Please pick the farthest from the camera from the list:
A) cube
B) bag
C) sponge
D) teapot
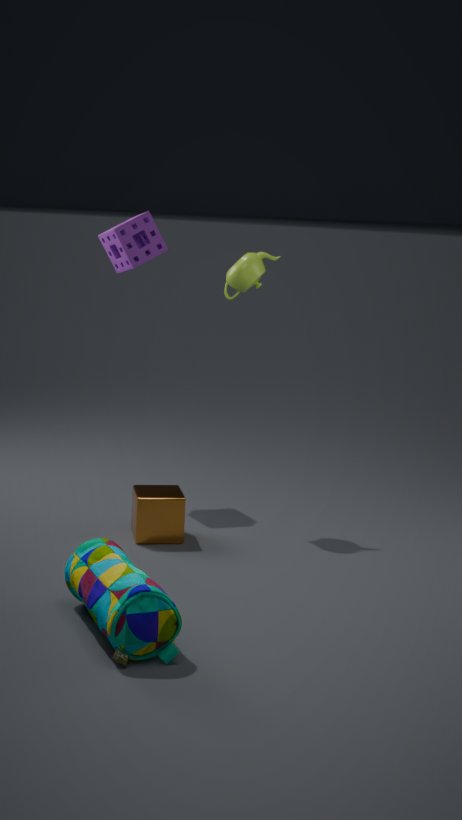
sponge
